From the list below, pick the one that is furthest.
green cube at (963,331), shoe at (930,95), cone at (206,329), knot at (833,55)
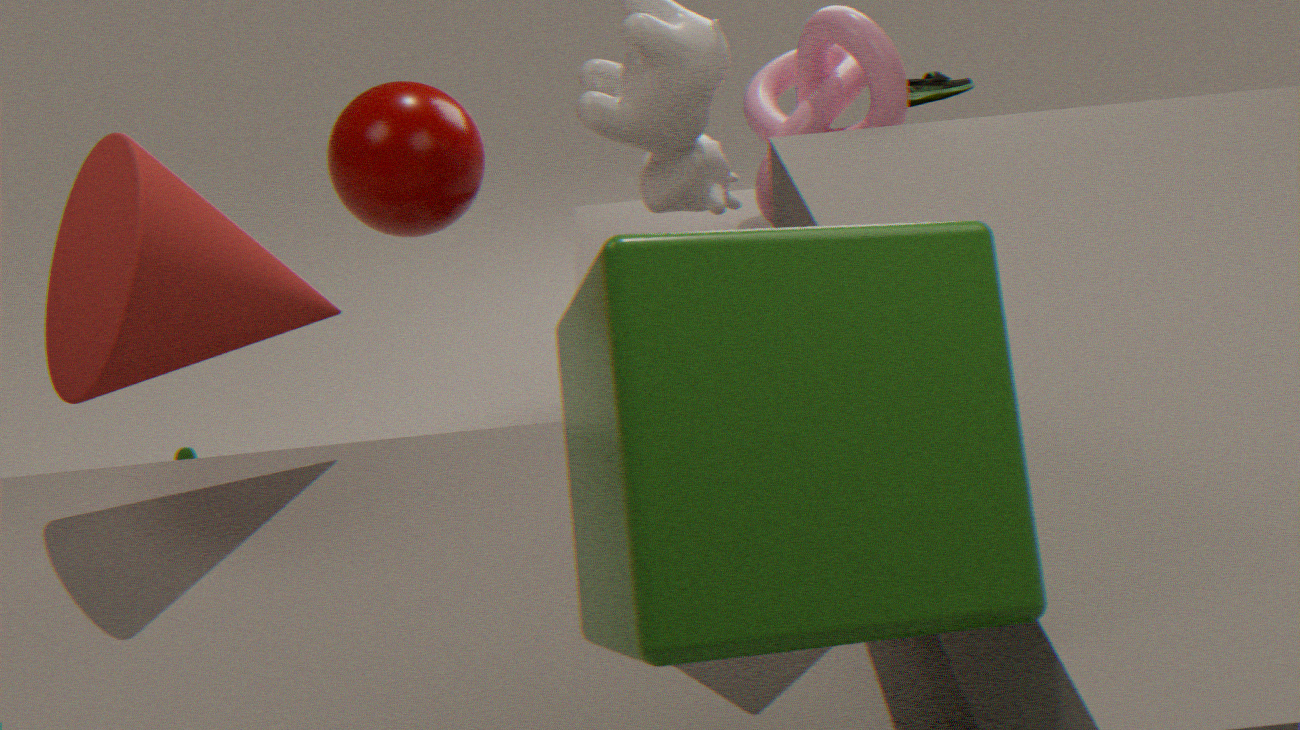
shoe at (930,95)
